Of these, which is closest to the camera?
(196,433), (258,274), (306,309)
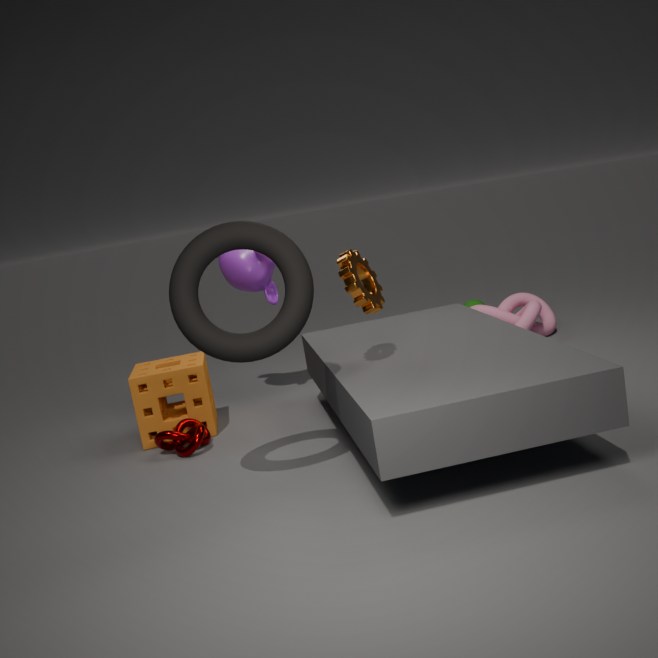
(306,309)
